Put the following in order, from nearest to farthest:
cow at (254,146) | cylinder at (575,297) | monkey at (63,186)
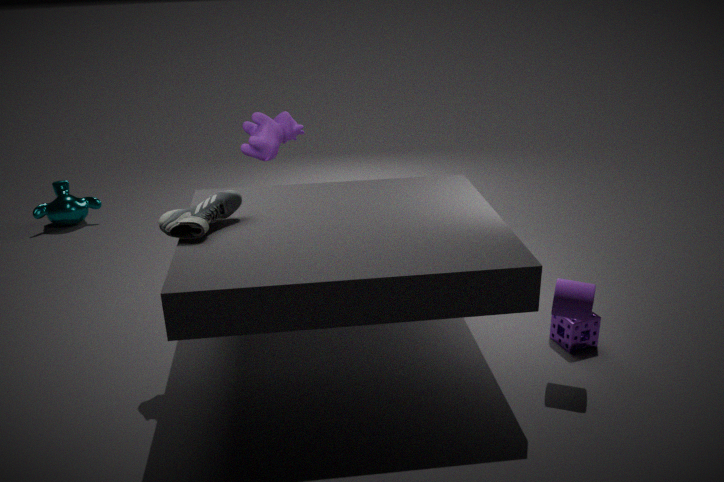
cylinder at (575,297) < cow at (254,146) < monkey at (63,186)
